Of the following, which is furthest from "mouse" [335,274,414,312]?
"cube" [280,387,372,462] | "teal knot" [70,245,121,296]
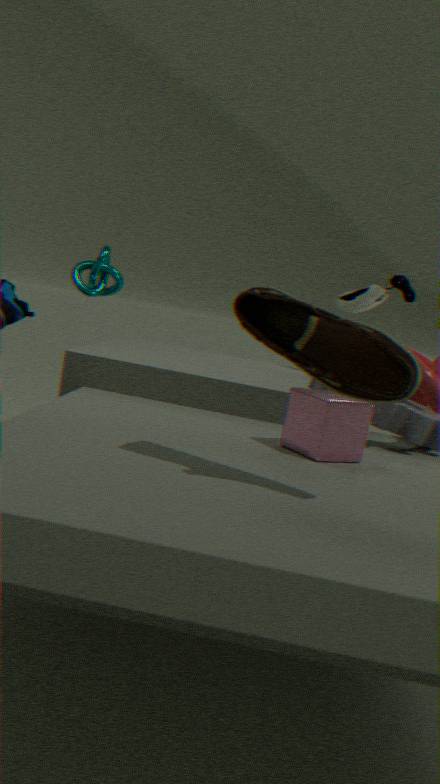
"cube" [280,387,372,462]
